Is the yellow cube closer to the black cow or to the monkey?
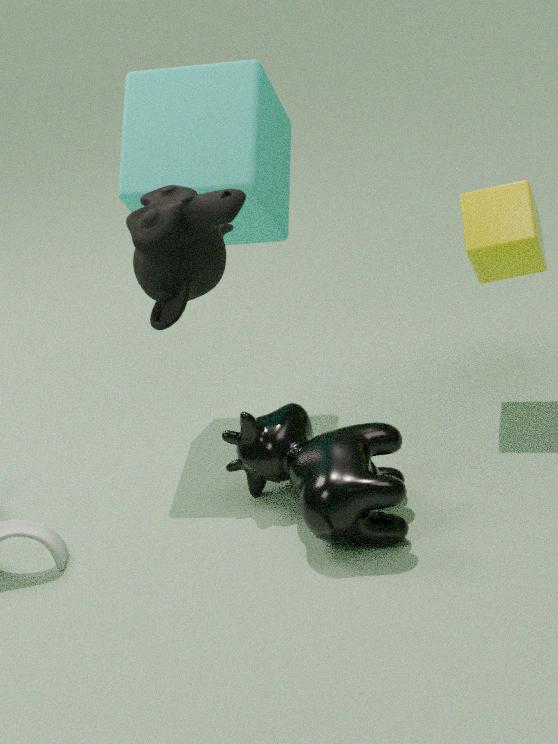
the black cow
